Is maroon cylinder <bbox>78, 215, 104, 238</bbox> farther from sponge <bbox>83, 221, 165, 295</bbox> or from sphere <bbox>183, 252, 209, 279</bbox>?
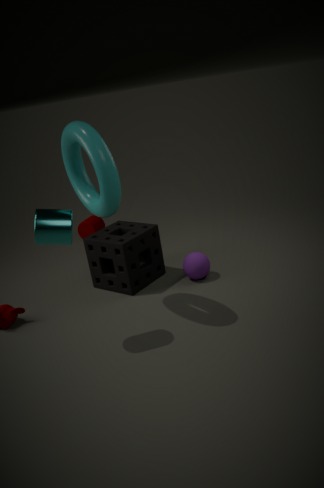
sphere <bbox>183, 252, 209, 279</bbox>
